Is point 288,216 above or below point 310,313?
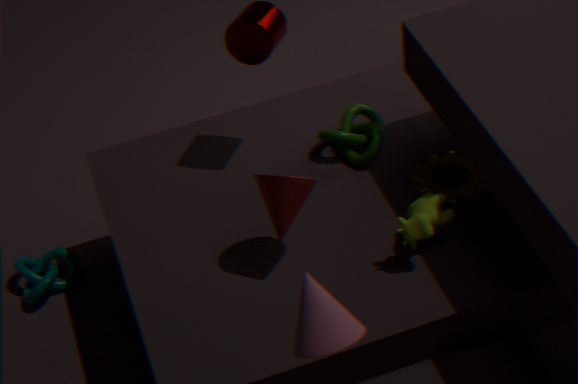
below
